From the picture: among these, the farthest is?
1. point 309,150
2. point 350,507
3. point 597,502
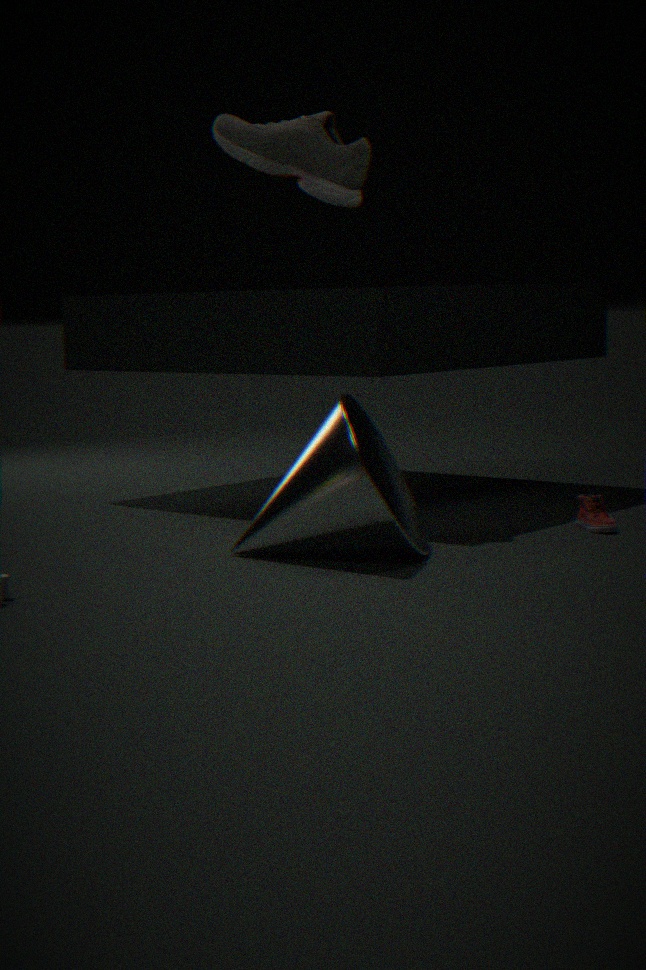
point 309,150
